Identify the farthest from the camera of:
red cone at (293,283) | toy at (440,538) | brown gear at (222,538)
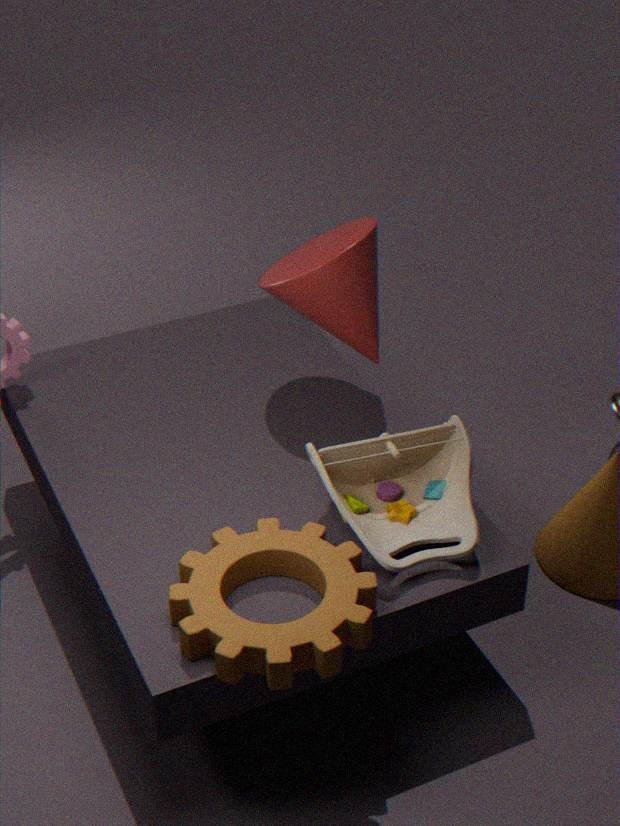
red cone at (293,283)
